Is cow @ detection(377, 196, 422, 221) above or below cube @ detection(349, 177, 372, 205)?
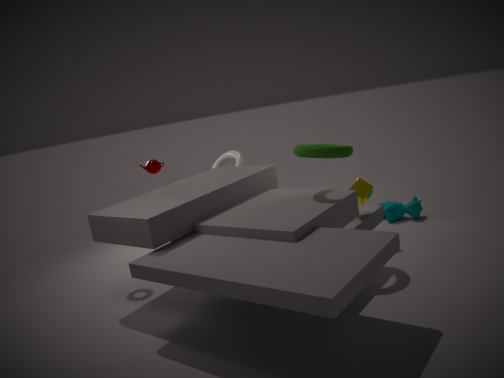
below
